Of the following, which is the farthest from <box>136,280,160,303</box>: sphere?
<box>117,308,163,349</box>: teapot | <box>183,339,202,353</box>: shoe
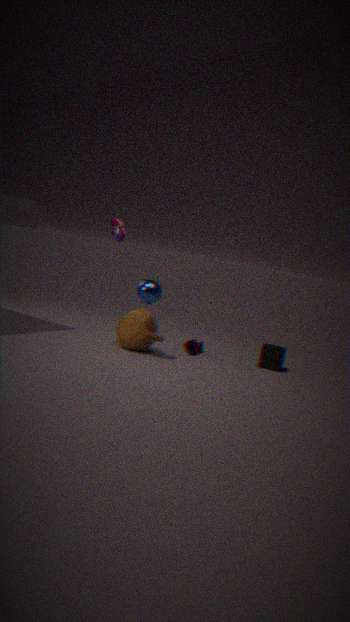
<box>183,339,202,353</box>: shoe
